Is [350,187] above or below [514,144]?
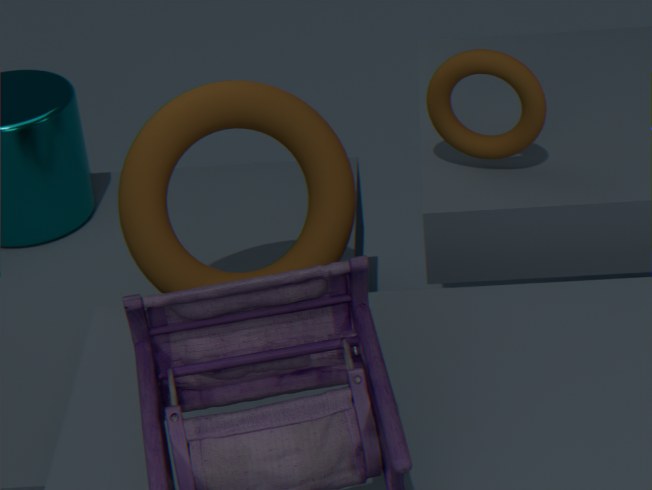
below
